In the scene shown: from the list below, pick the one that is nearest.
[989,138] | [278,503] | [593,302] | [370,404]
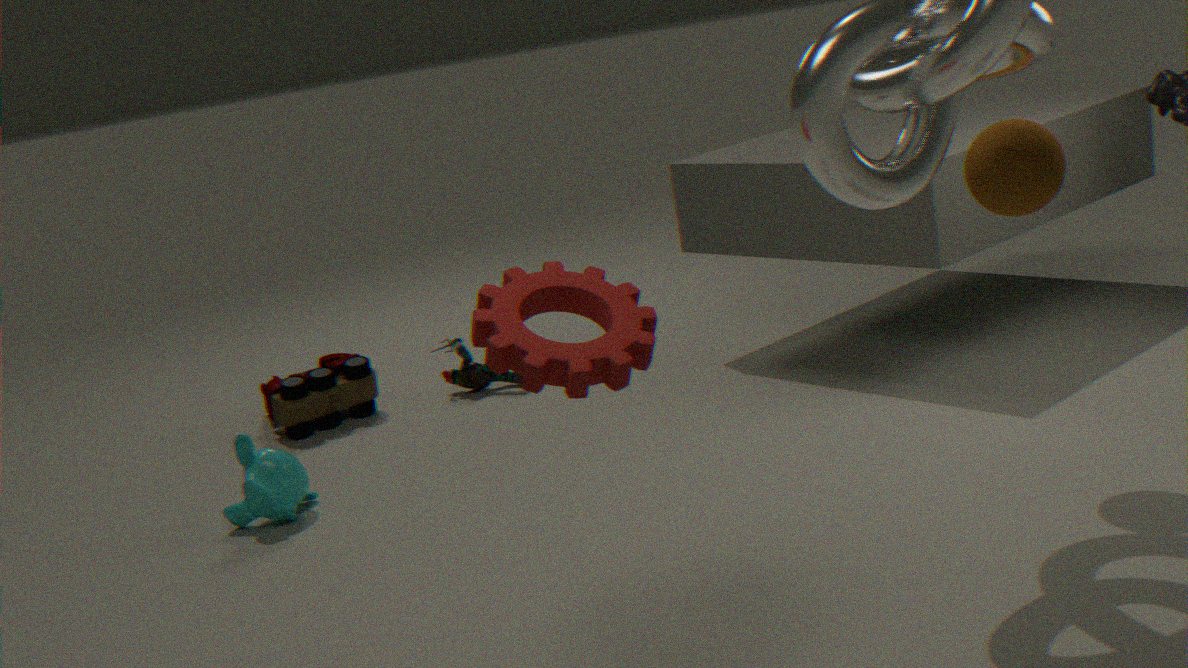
[593,302]
